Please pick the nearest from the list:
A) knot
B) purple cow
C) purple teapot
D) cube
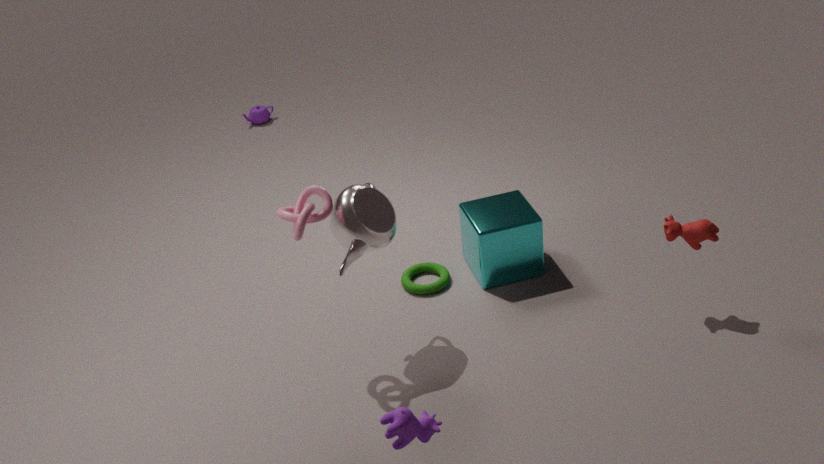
purple cow
